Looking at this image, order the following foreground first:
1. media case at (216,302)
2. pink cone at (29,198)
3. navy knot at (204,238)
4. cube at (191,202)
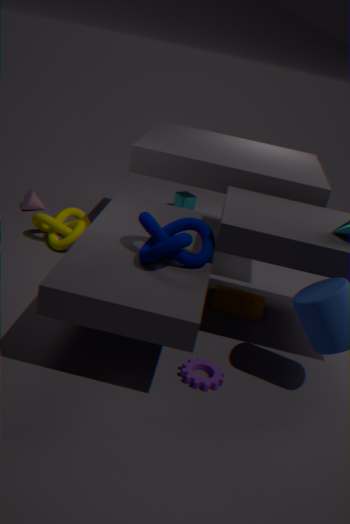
navy knot at (204,238) → media case at (216,302) → pink cone at (29,198) → cube at (191,202)
